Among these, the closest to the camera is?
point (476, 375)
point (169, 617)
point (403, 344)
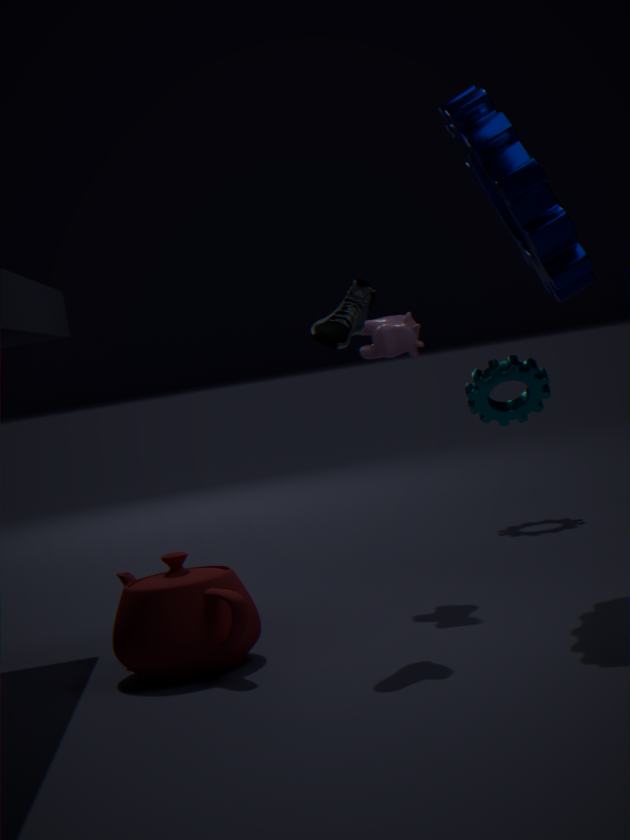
point (169, 617)
